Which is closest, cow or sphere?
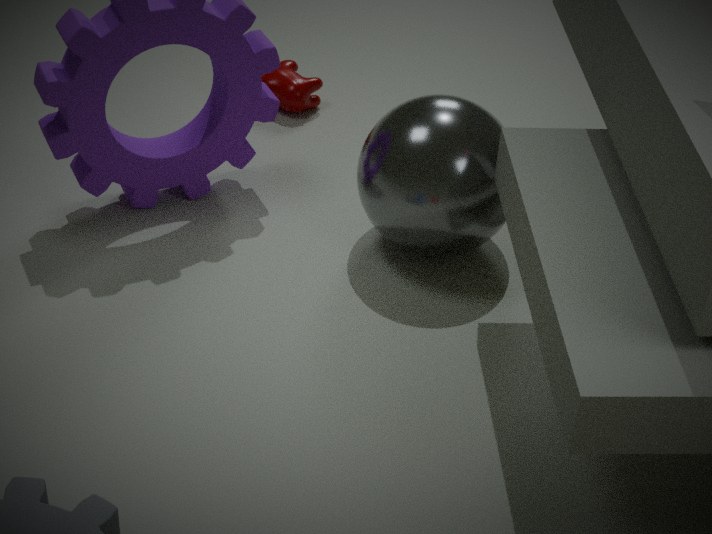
sphere
